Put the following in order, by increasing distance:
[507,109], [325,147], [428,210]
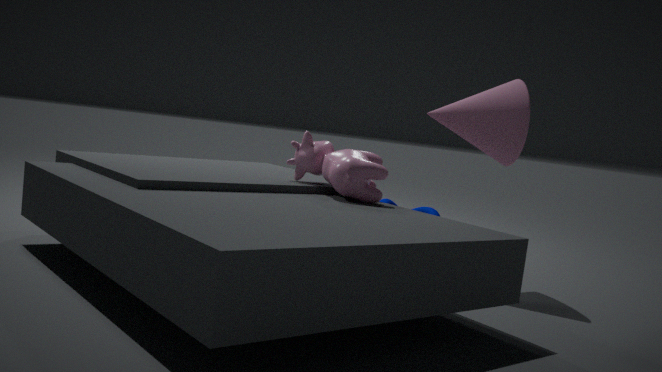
1. [507,109]
2. [325,147]
3. [428,210]
